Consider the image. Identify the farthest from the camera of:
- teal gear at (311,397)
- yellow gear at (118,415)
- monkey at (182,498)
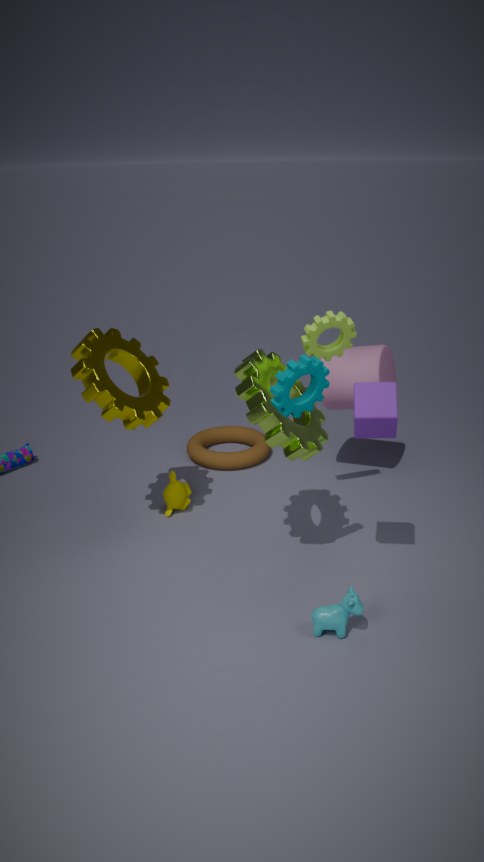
monkey at (182,498)
